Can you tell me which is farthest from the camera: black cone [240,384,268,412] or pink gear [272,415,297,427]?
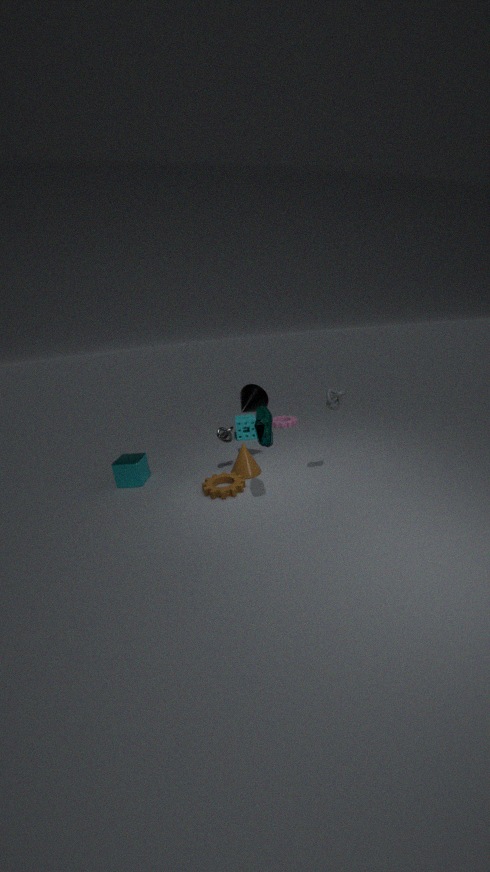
pink gear [272,415,297,427]
